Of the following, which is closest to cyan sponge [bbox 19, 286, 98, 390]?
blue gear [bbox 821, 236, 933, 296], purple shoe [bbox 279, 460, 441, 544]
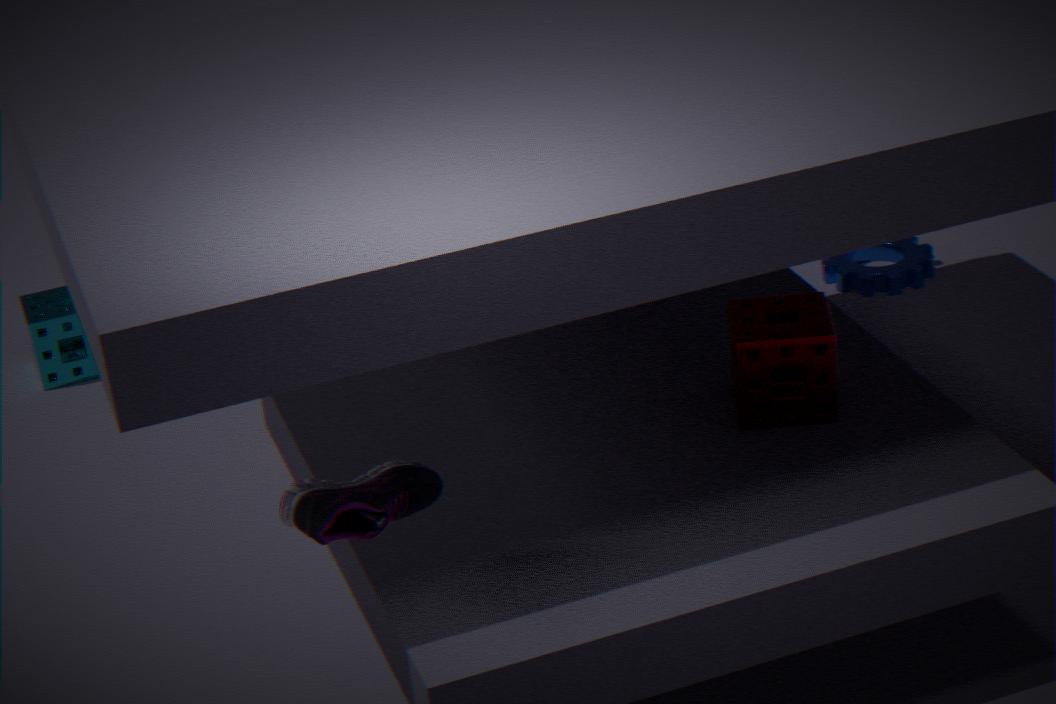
purple shoe [bbox 279, 460, 441, 544]
